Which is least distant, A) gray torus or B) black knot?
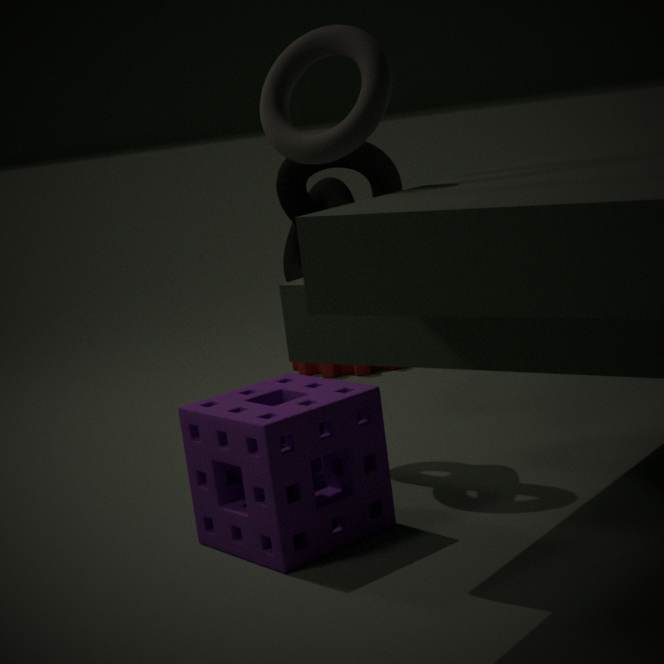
A. gray torus
